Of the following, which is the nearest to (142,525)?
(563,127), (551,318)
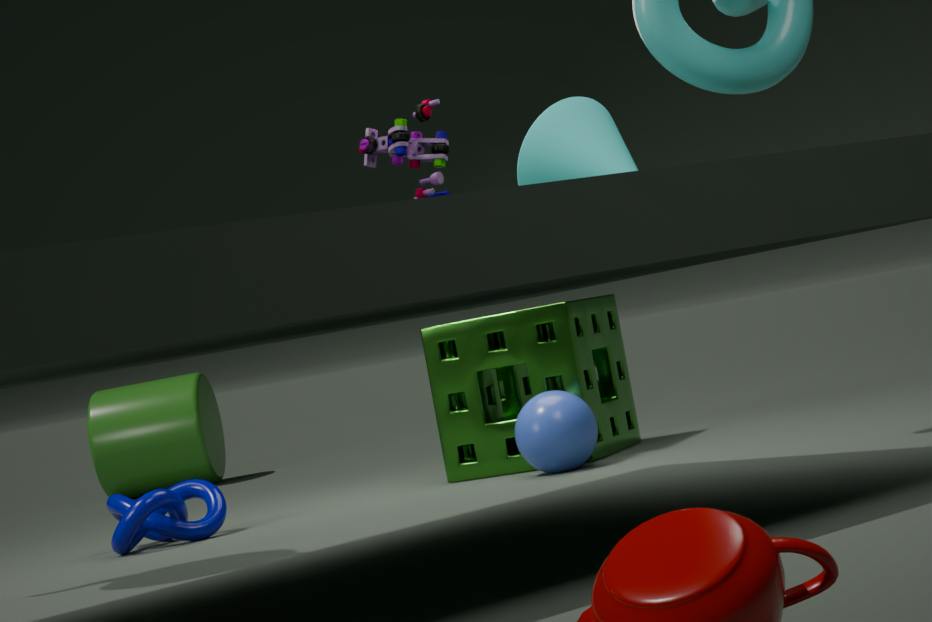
(551,318)
